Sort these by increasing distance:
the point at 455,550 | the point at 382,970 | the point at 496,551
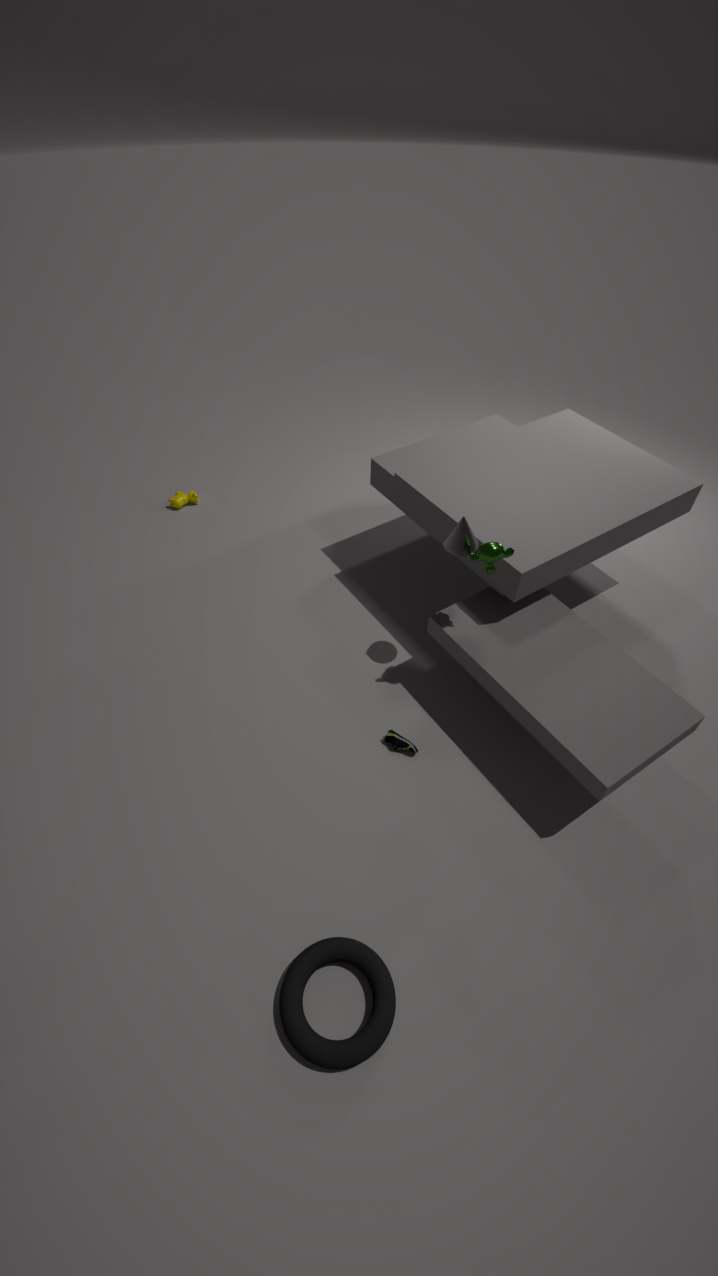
the point at 382,970 < the point at 496,551 < the point at 455,550
